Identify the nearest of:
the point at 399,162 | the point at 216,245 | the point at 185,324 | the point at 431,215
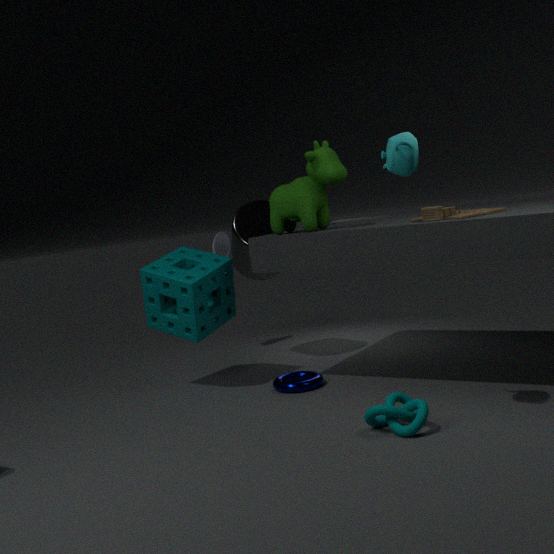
the point at 399,162
